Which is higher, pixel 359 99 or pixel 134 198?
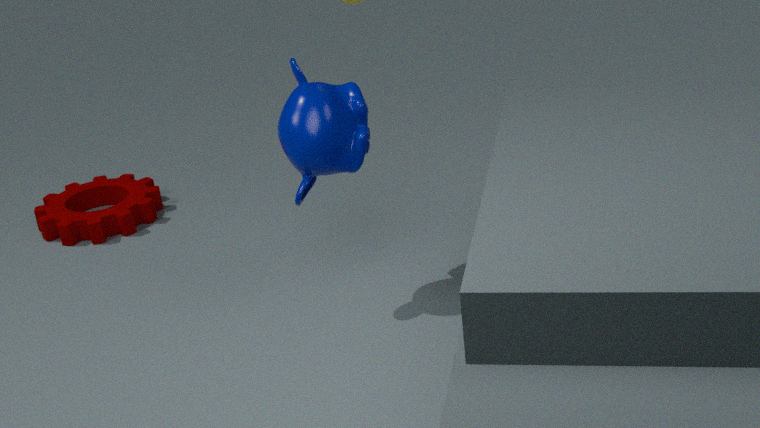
pixel 359 99
